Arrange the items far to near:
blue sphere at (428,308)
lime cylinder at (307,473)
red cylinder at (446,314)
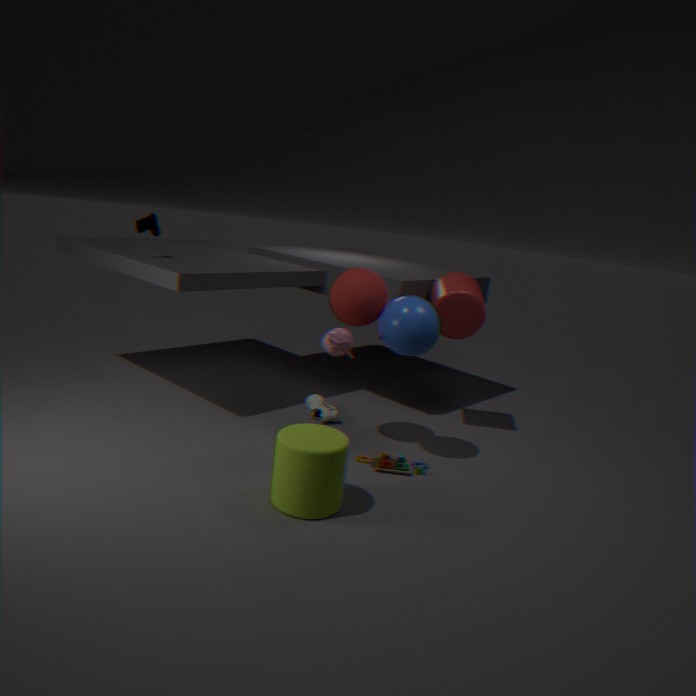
red cylinder at (446,314) → blue sphere at (428,308) → lime cylinder at (307,473)
